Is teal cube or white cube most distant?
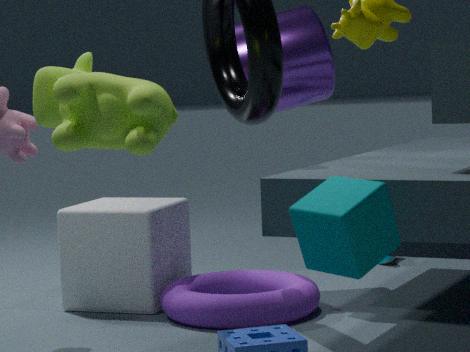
white cube
